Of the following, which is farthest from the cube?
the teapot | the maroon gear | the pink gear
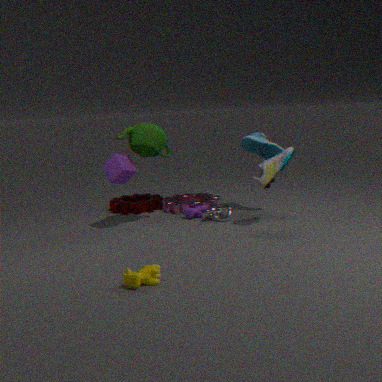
the pink gear
